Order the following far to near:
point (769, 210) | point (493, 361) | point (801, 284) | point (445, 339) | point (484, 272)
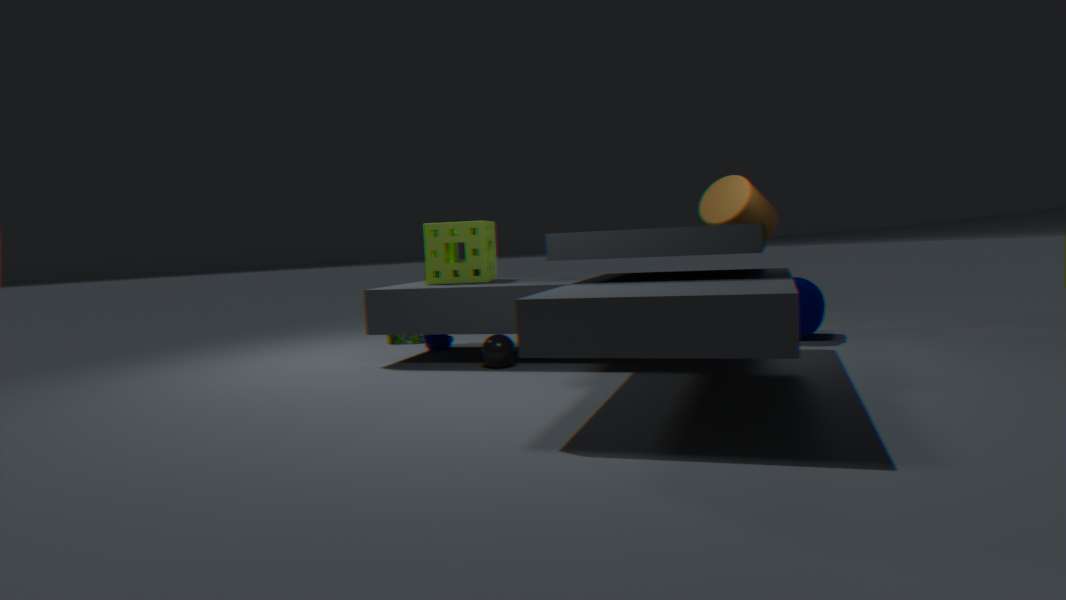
point (445, 339)
point (769, 210)
point (801, 284)
point (484, 272)
point (493, 361)
